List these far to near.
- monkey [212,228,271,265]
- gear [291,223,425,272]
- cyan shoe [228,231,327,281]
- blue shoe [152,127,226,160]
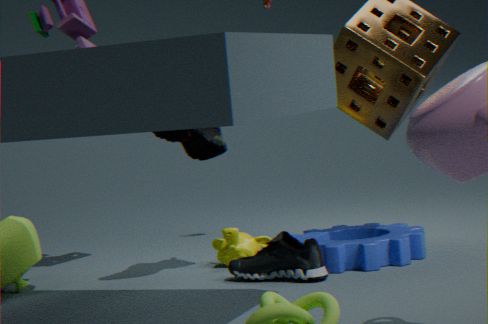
monkey [212,228,271,265], blue shoe [152,127,226,160], gear [291,223,425,272], cyan shoe [228,231,327,281]
